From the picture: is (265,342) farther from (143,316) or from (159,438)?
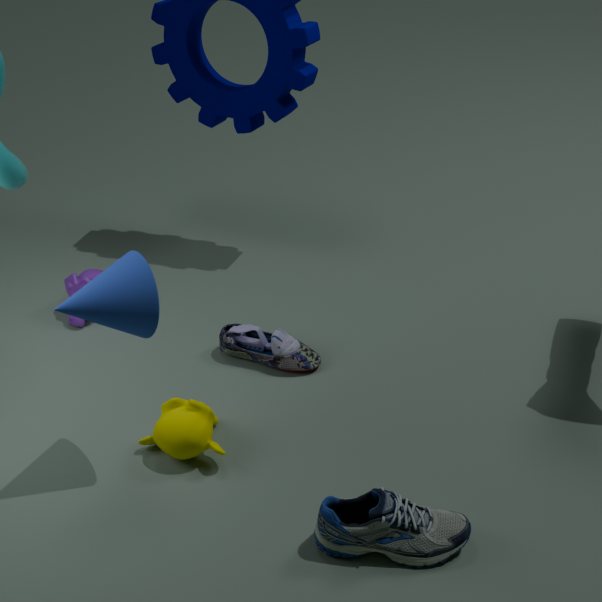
(143,316)
